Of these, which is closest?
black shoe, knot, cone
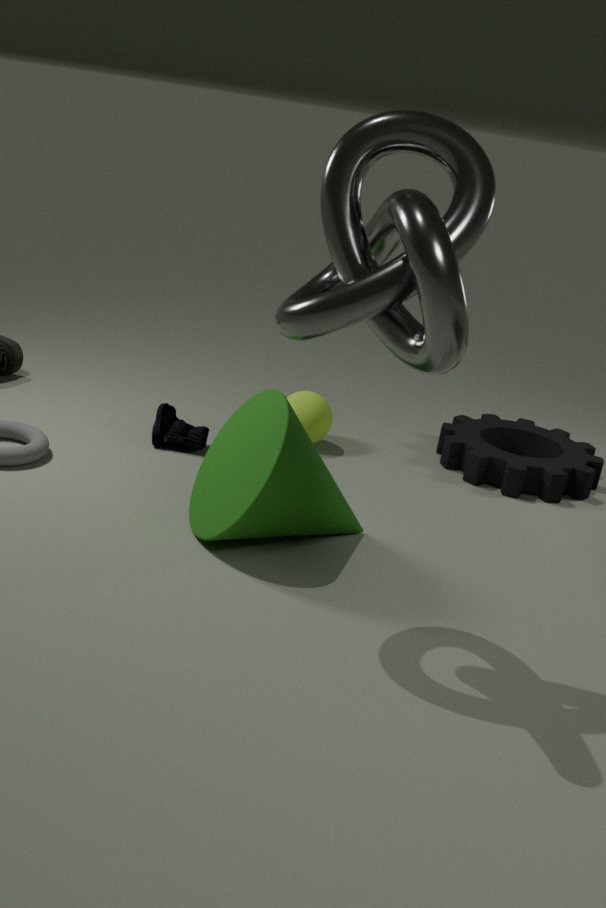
knot
